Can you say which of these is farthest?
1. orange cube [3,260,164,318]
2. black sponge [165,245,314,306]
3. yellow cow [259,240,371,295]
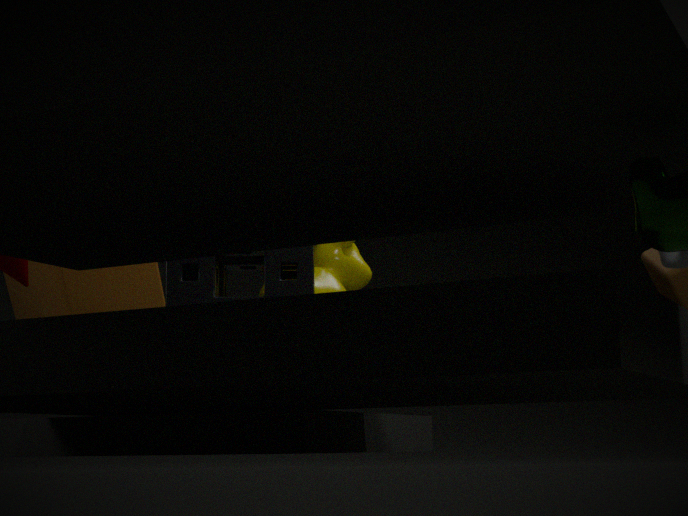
yellow cow [259,240,371,295]
